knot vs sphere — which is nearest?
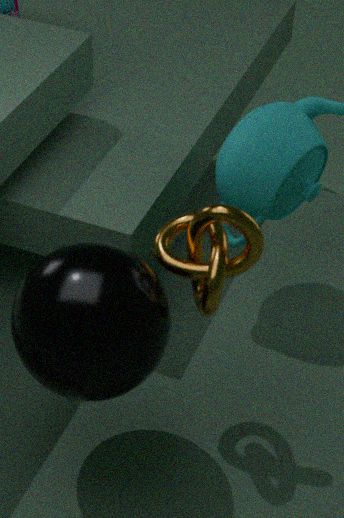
sphere
